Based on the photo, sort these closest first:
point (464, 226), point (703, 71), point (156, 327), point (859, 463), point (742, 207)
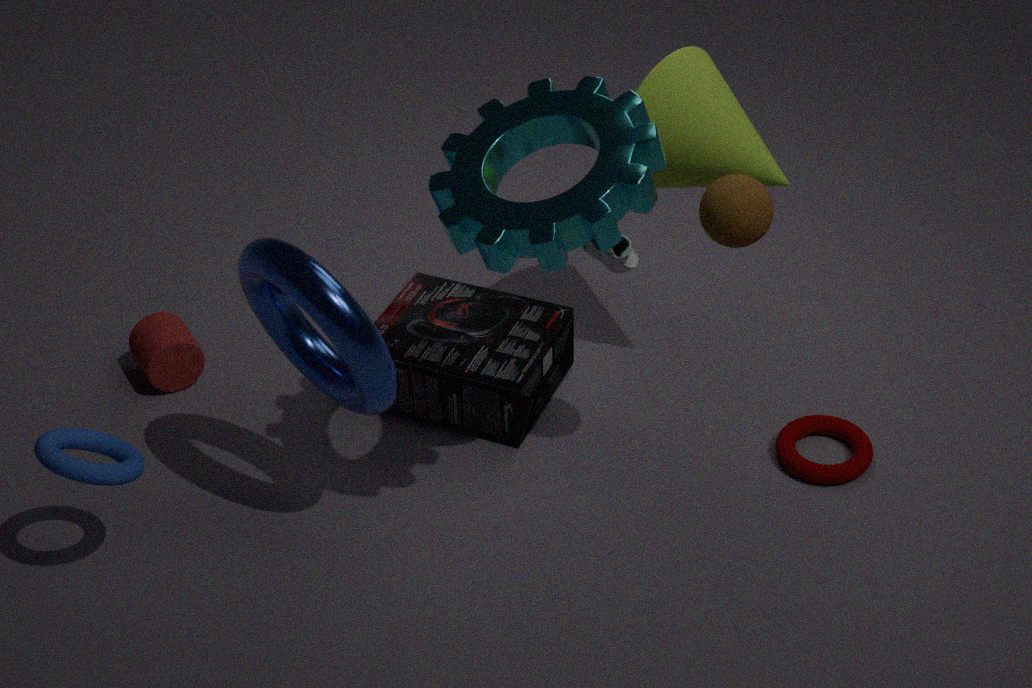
point (464, 226) → point (742, 207) → point (703, 71) → point (859, 463) → point (156, 327)
